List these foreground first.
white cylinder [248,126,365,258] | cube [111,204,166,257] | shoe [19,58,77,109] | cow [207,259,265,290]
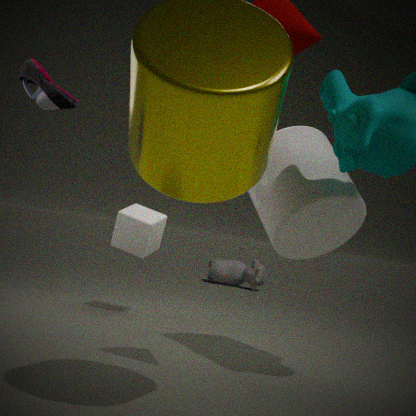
white cylinder [248,126,365,258], shoe [19,58,77,109], cube [111,204,166,257], cow [207,259,265,290]
